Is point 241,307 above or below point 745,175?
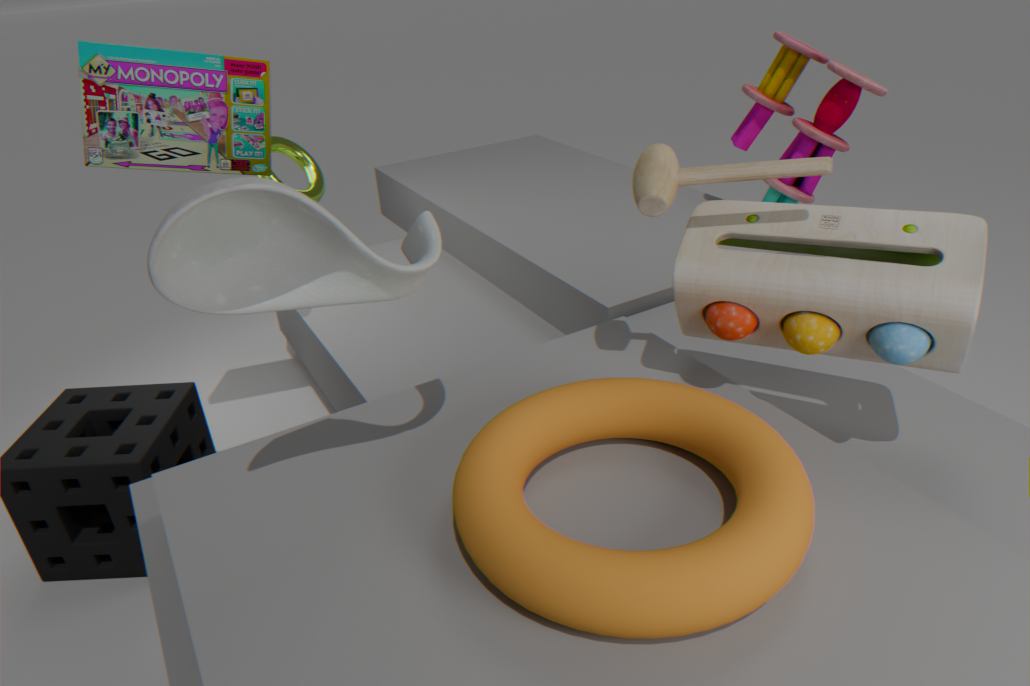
above
